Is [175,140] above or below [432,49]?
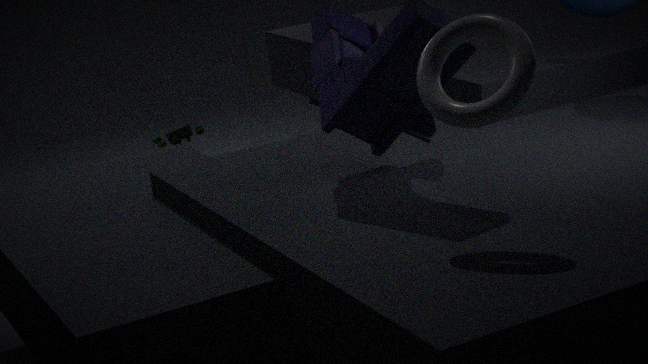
below
